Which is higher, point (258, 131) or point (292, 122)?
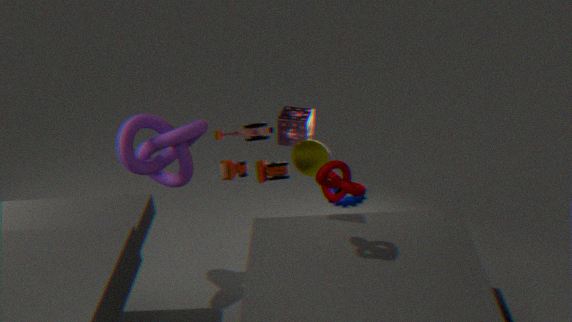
point (292, 122)
